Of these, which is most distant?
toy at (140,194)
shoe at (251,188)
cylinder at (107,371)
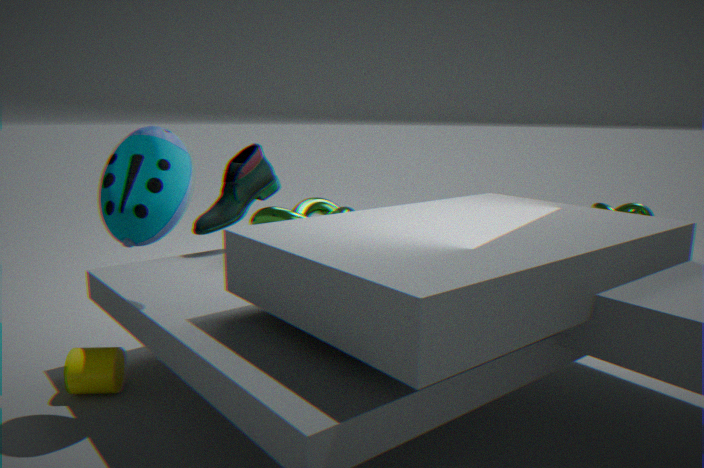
shoe at (251,188)
